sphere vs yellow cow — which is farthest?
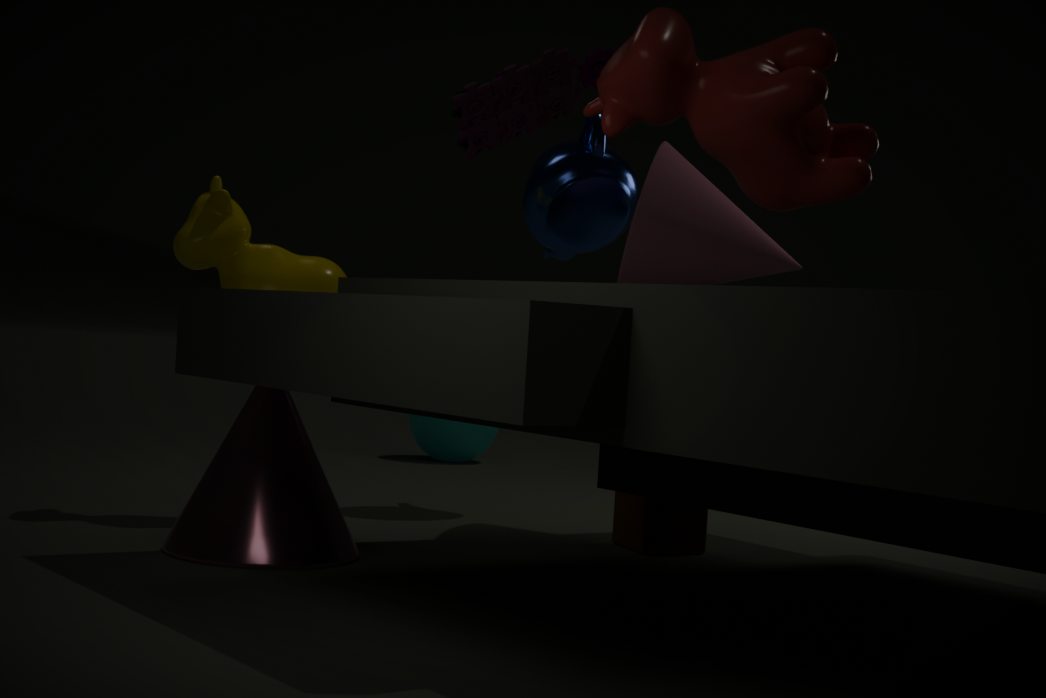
sphere
